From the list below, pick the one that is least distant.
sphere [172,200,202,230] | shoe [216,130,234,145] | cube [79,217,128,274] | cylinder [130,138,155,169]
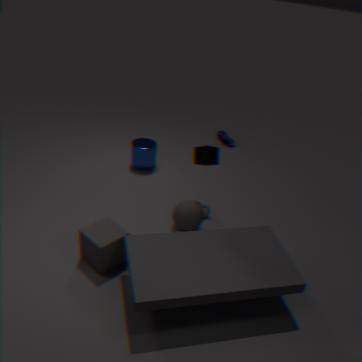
cube [79,217,128,274]
